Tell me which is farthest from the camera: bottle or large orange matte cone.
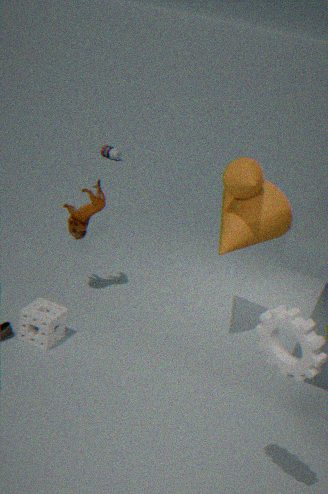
bottle
